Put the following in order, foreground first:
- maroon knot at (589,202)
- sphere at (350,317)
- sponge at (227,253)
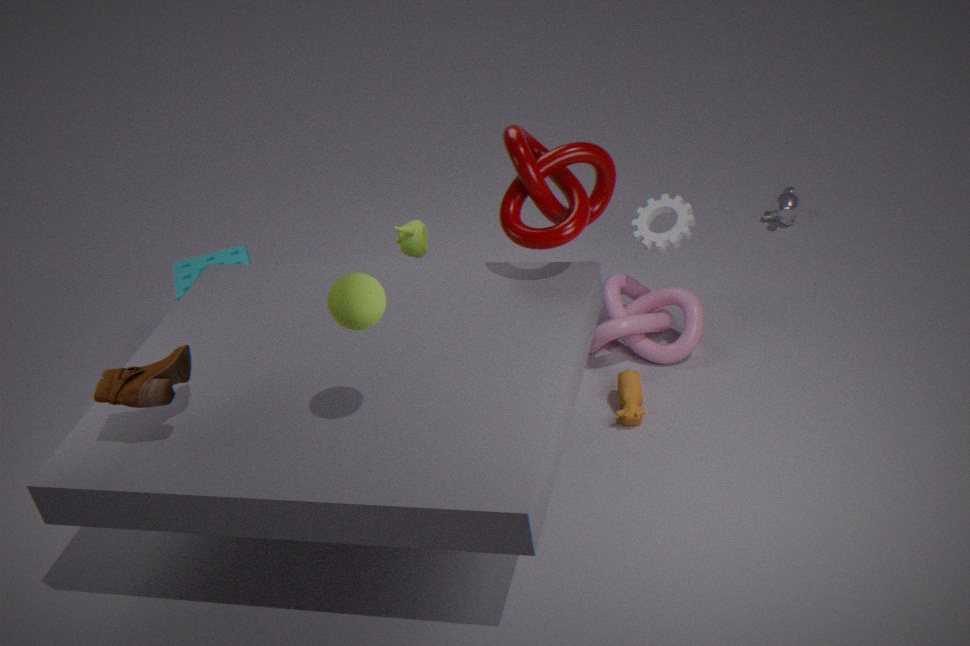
sphere at (350,317)
maroon knot at (589,202)
sponge at (227,253)
